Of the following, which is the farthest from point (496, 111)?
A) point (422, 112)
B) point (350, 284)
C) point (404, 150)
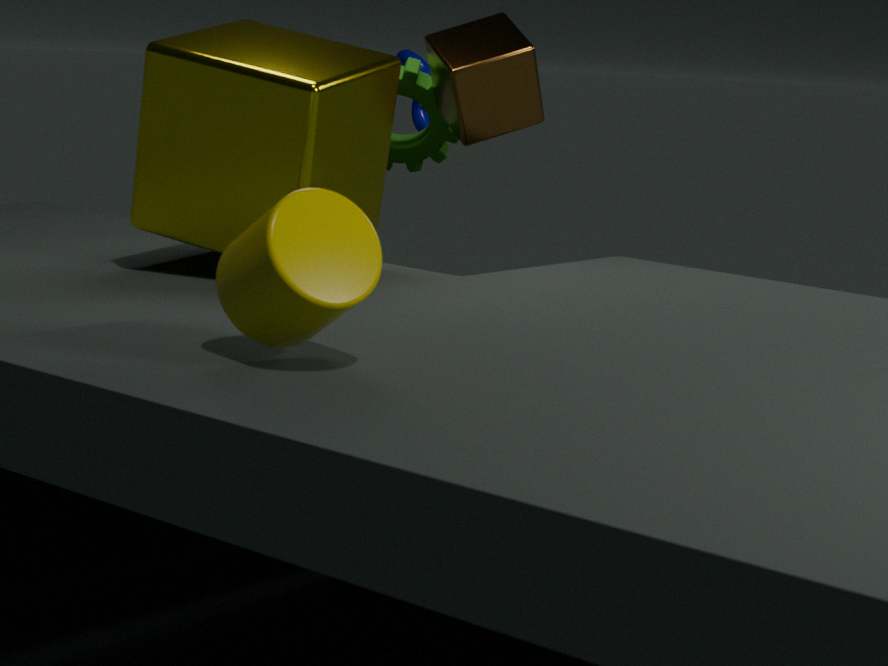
point (350, 284)
